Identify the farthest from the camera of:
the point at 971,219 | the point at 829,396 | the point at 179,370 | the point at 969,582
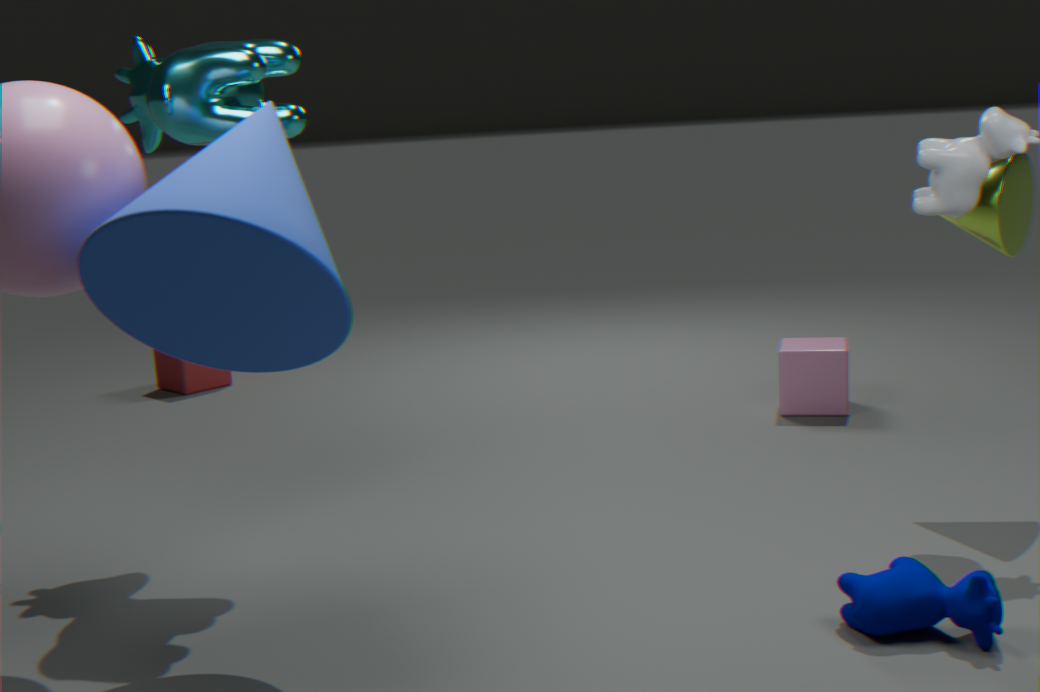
the point at 179,370
